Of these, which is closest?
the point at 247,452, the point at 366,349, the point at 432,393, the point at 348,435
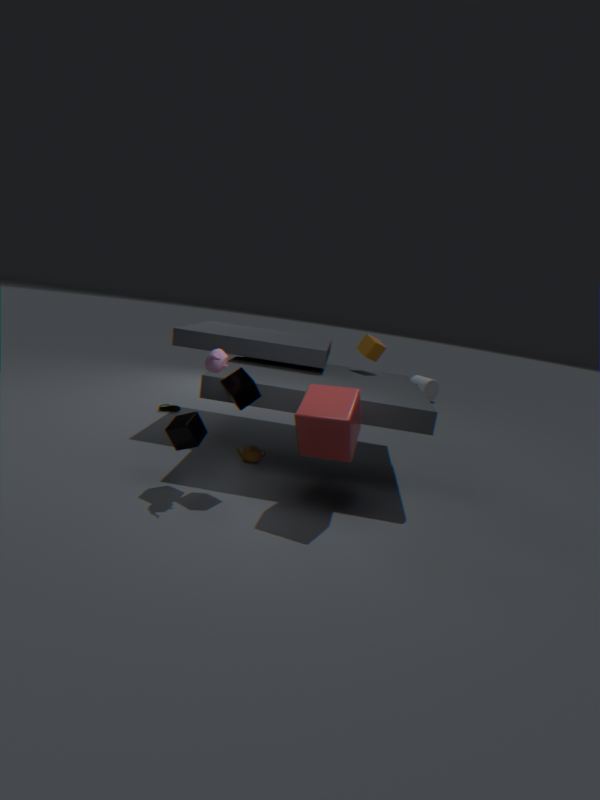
the point at 348,435
